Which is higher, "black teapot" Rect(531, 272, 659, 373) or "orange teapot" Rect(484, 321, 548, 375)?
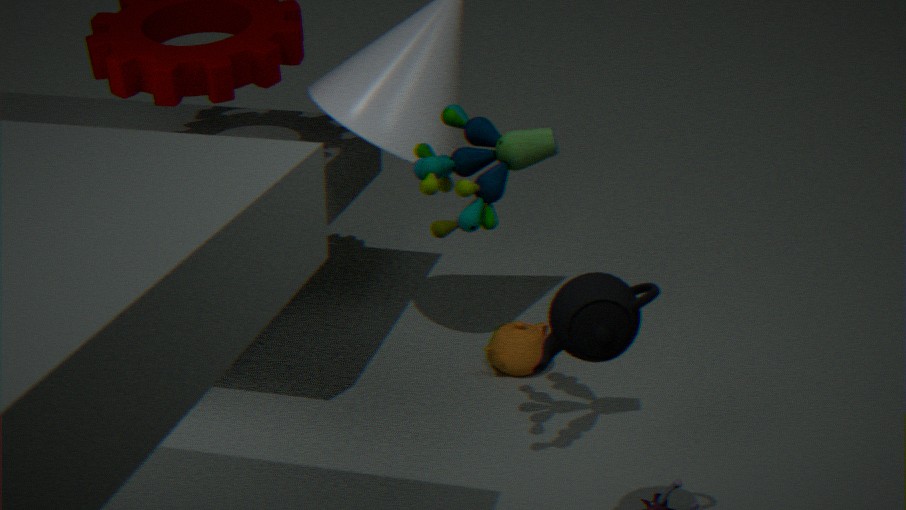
"black teapot" Rect(531, 272, 659, 373)
